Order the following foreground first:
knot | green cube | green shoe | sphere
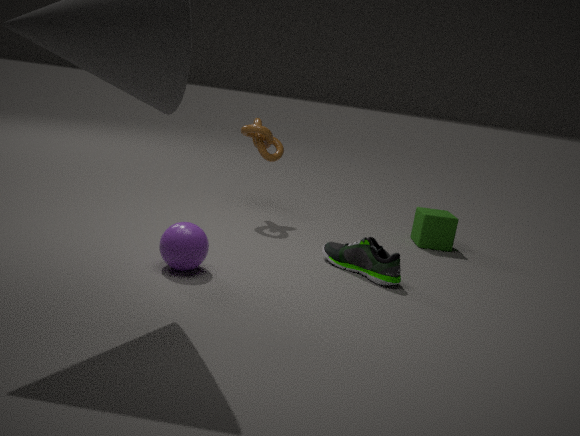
sphere → green shoe → green cube → knot
